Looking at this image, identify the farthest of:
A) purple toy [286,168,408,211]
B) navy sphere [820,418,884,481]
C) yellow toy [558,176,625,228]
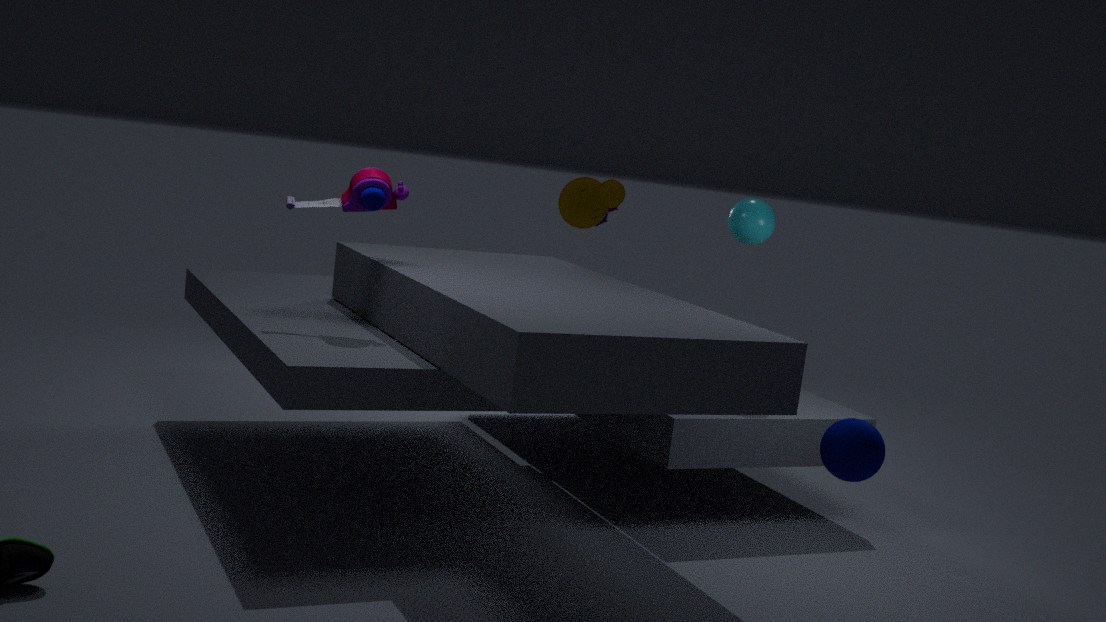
yellow toy [558,176,625,228]
